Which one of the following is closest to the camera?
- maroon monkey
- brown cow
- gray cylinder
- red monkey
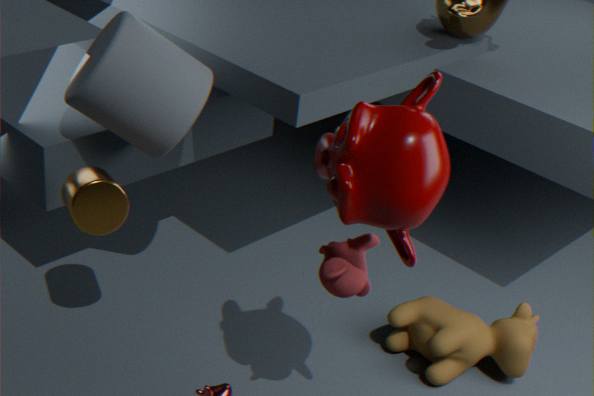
maroon monkey
